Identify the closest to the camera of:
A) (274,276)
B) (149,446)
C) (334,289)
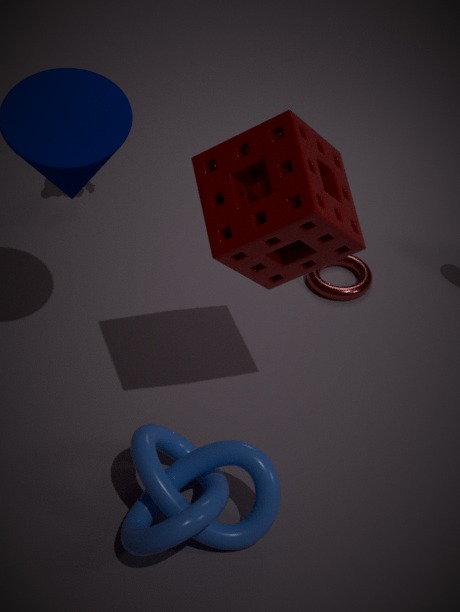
A. (274,276)
